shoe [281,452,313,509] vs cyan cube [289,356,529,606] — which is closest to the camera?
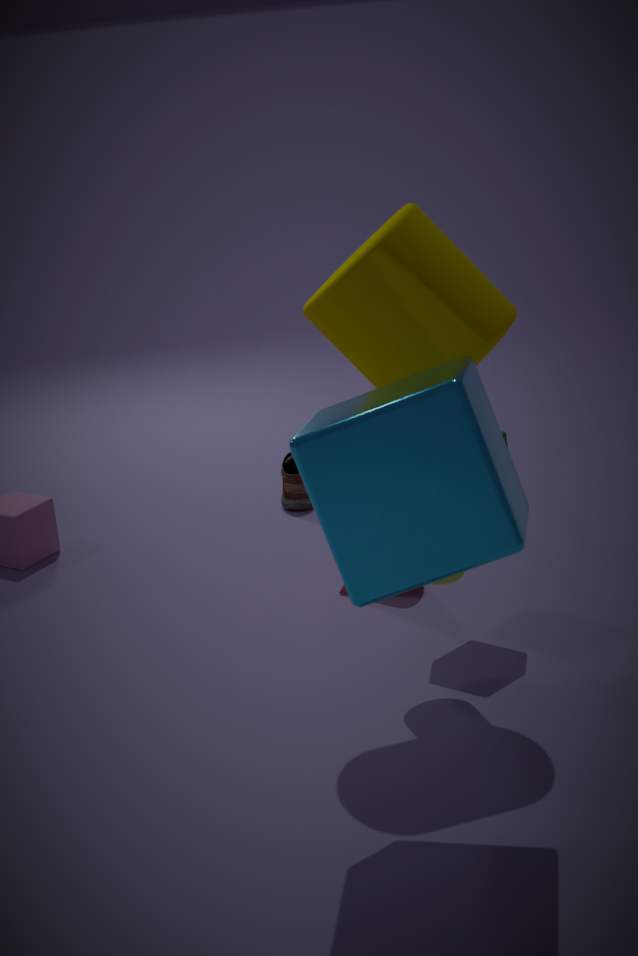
cyan cube [289,356,529,606]
